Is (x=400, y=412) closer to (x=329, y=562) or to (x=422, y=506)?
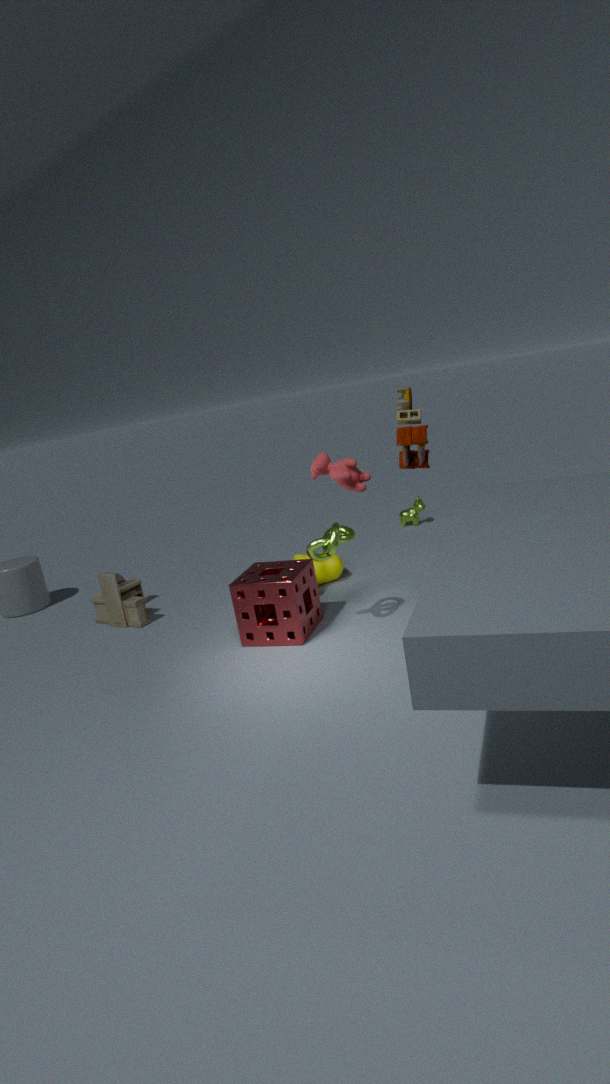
(x=329, y=562)
